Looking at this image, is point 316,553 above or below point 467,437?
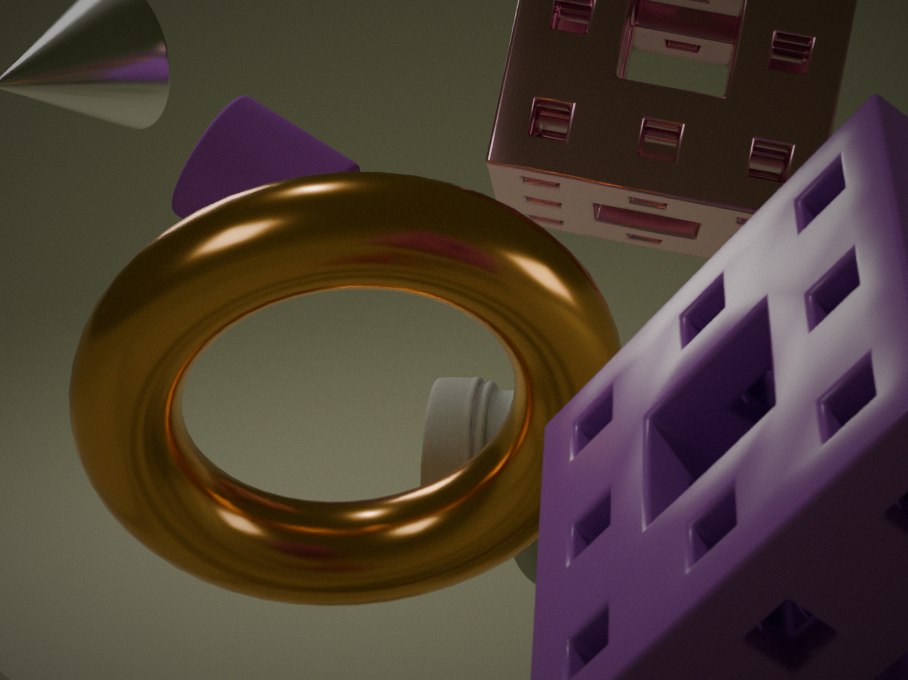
above
